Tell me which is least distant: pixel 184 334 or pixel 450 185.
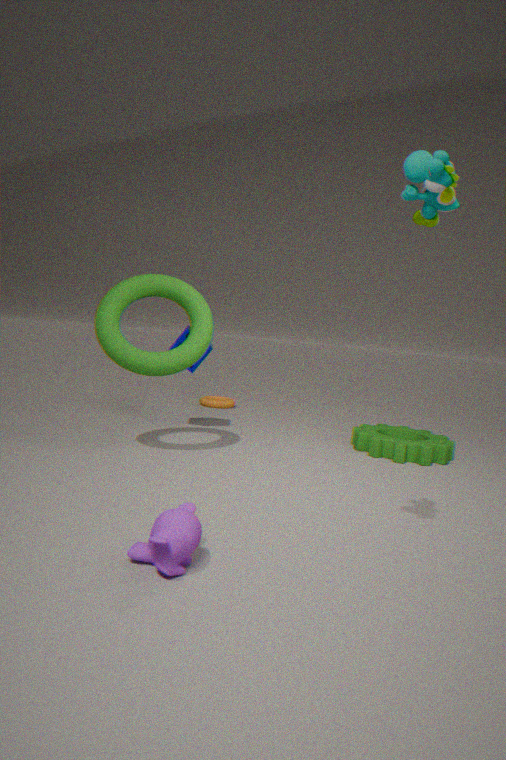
pixel 450 185
